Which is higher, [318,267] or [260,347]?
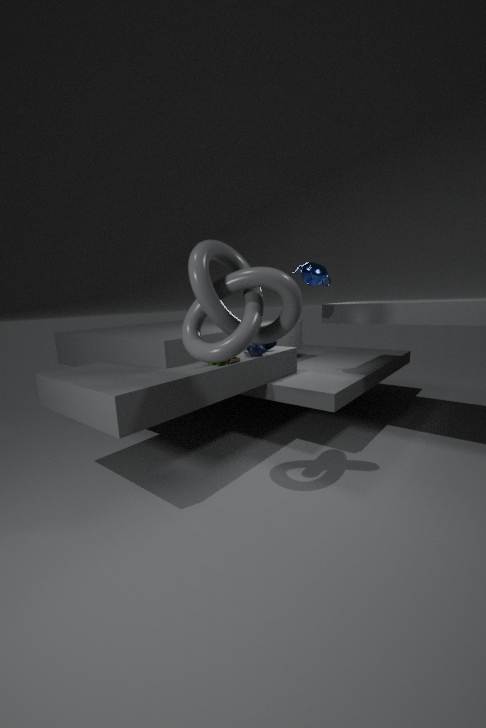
[318,267]
